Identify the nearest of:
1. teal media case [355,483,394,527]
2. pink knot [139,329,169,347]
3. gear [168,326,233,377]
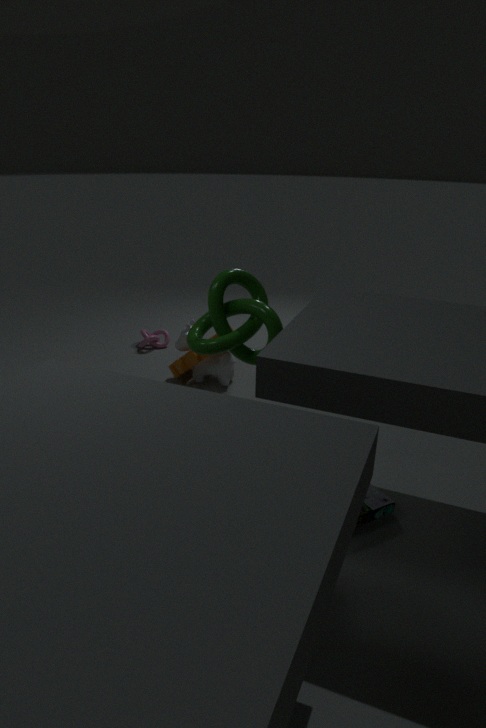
teal media case [355,483,394,527]
